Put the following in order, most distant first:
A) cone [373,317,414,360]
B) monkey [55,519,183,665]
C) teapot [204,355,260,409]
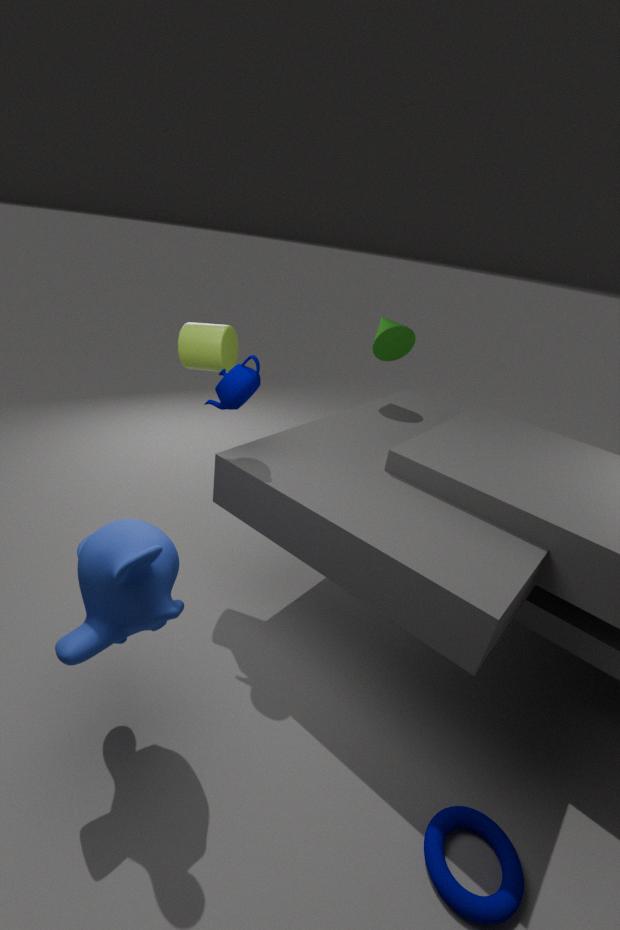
A. cone [373,317,414,360]
C. teapot [204,355,260,409]
B. monkey [55,519,183,665]
